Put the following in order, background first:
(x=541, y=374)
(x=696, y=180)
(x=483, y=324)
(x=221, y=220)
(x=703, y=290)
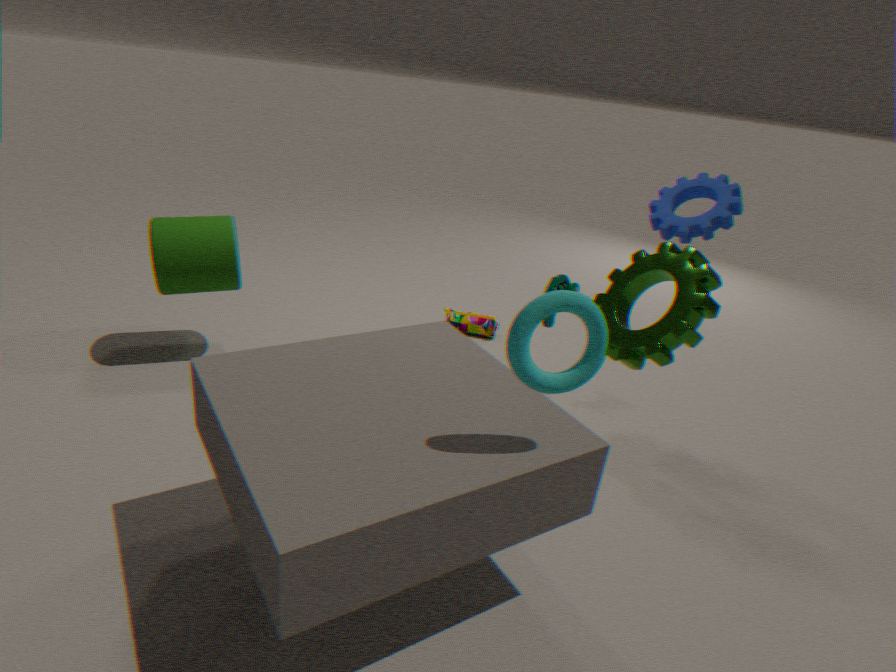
(x=483, y=324), (x=221, y=220), (x=703, y=290), (x=696, y=180), (x=541, y=374)
